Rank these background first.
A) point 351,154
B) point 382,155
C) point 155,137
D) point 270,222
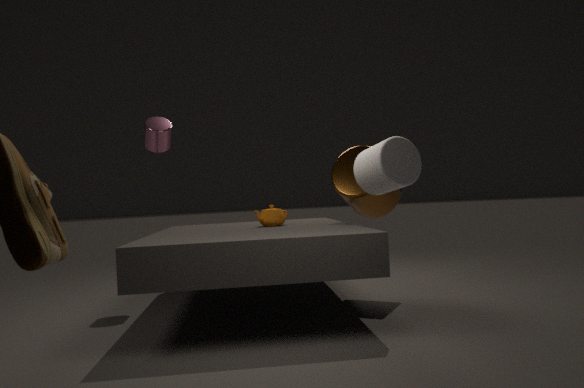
point 155,137
point 351,154
point 270,222
point 382,155
